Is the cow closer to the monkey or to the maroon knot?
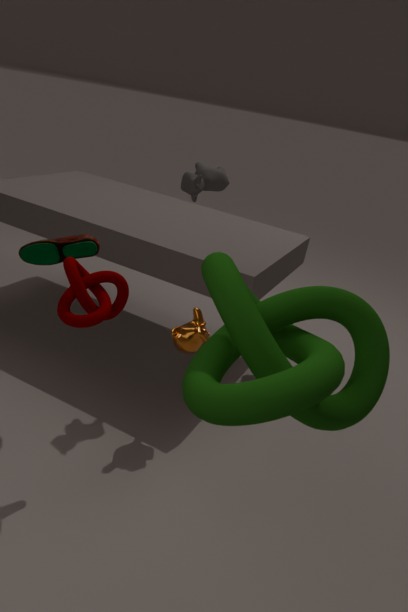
the monkey
